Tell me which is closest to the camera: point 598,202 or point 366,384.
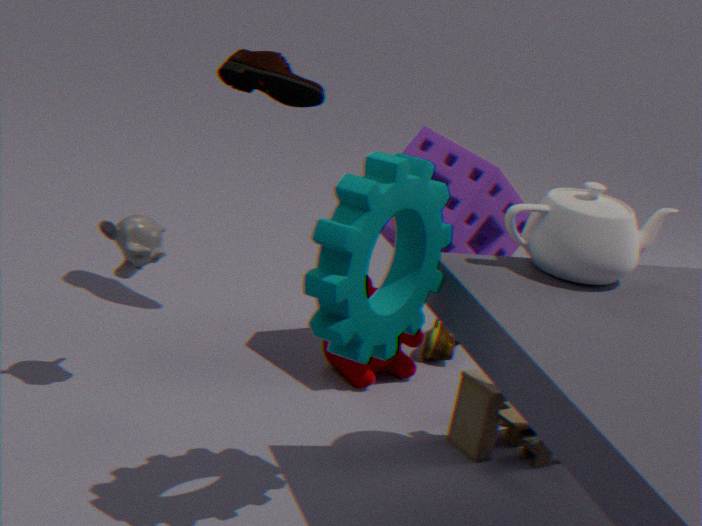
point 598,202
